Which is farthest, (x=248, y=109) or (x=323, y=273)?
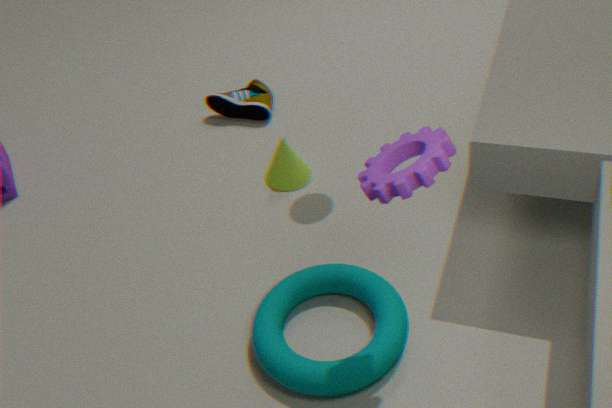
(x=248, y=109)
